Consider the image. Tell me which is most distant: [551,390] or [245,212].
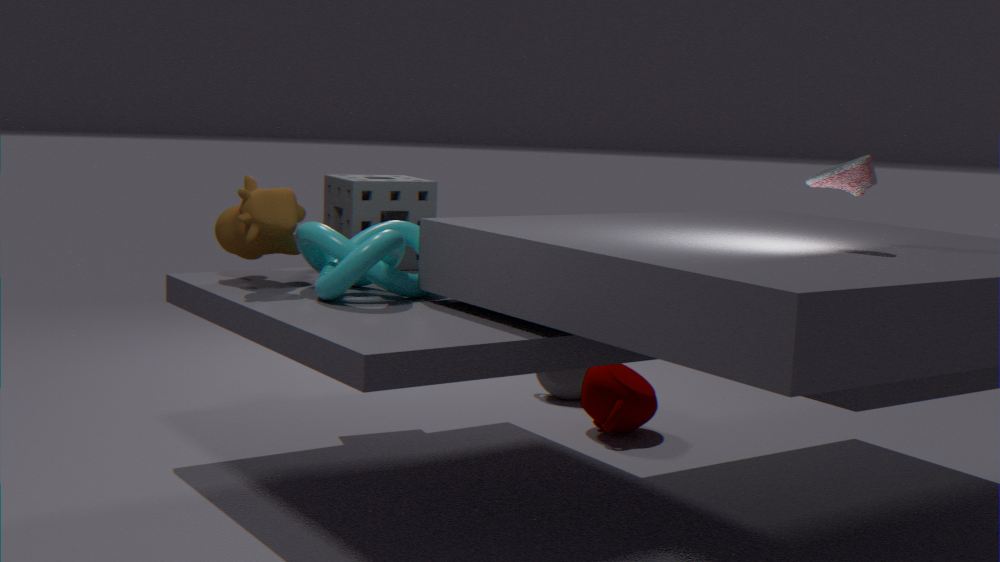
[551,390]
